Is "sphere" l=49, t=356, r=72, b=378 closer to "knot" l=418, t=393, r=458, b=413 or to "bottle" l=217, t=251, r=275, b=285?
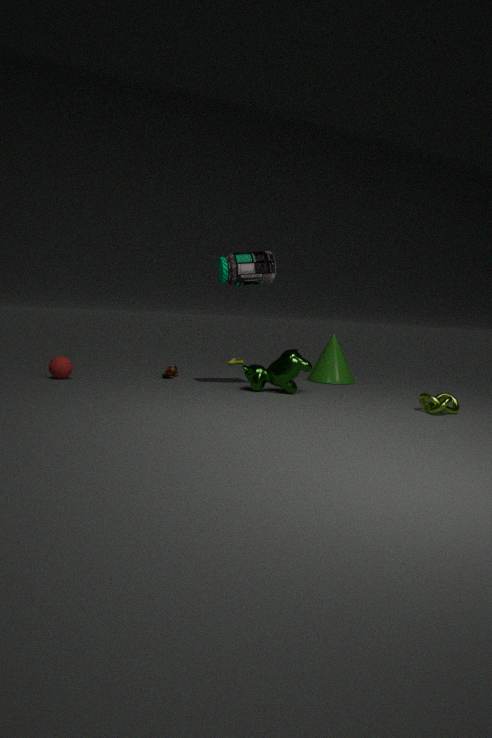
"bottle" l=217, t=251, r=275, b=285
